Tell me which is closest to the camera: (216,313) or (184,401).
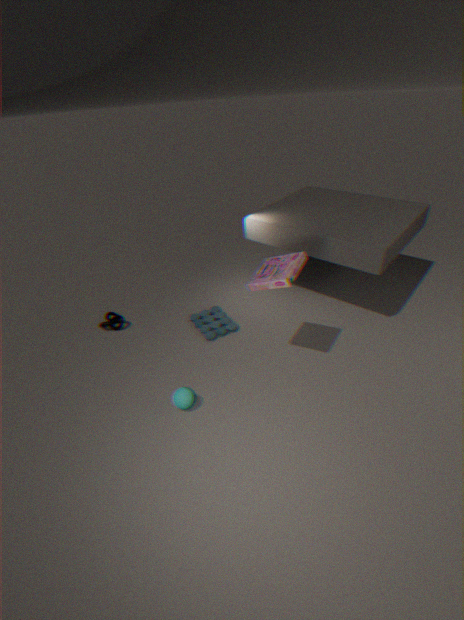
(184,401)
